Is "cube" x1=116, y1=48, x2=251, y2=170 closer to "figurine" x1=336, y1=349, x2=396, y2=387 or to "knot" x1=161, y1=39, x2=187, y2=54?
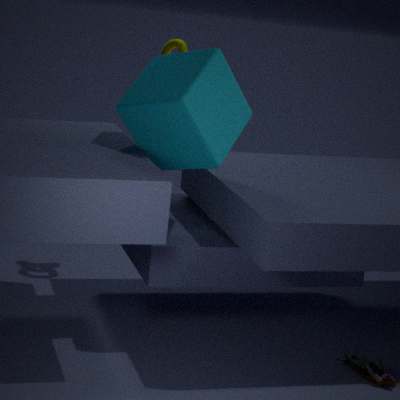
"knot" x1=161, y1=39, x2=187, y2=54
